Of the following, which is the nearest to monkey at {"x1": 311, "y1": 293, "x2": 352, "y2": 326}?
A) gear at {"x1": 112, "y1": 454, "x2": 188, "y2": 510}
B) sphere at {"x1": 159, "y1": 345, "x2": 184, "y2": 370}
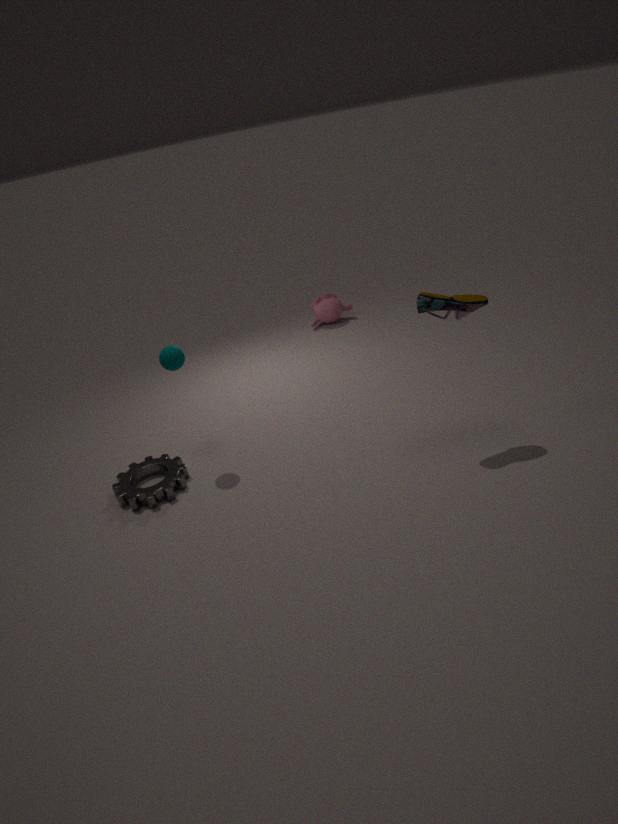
sphere at {"x1": 159, "y1": 345, "x2": 184, "y2": 370}
